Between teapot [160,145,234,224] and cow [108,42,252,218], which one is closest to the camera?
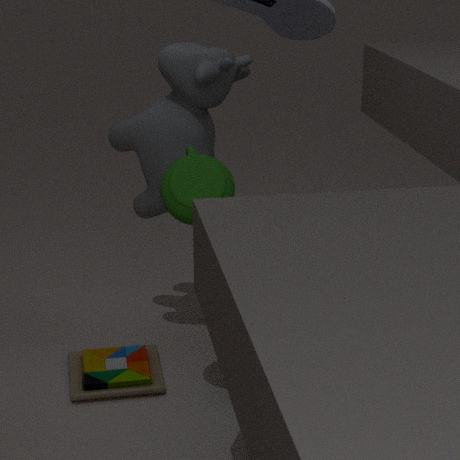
teapot [160,145,234,224]
